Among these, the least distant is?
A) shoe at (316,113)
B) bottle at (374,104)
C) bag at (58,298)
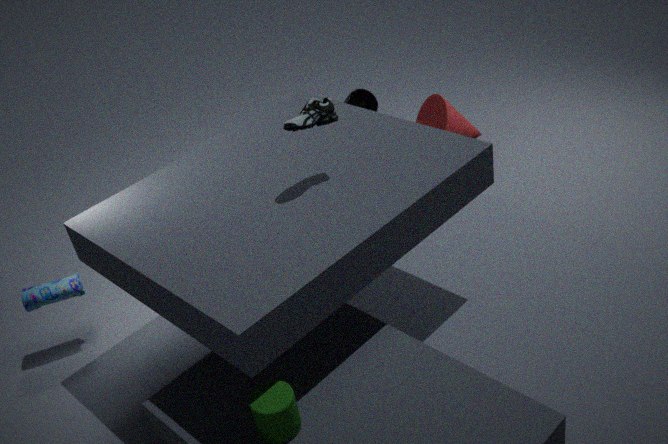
shoe at (316,113)
